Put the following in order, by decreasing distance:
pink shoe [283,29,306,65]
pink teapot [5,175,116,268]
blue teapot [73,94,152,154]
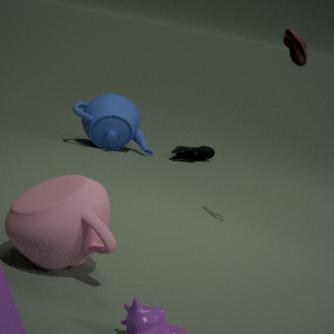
blue teapot [73,94,152,154], pink shoe [283,29,306,65], pink teapot [5,175,116,268]
